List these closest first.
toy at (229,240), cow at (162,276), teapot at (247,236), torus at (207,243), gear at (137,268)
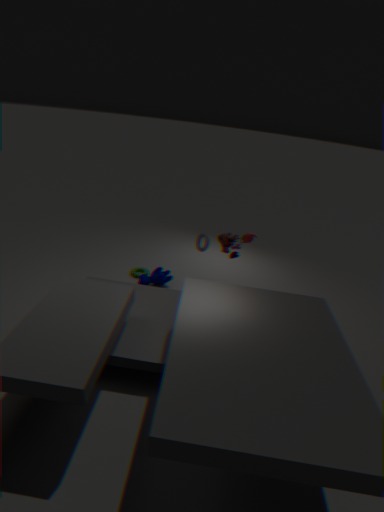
toy at (229,240) → torus at (207,243) → teapot at (247,236) → cow at (162,276) → gear at (137,268)
